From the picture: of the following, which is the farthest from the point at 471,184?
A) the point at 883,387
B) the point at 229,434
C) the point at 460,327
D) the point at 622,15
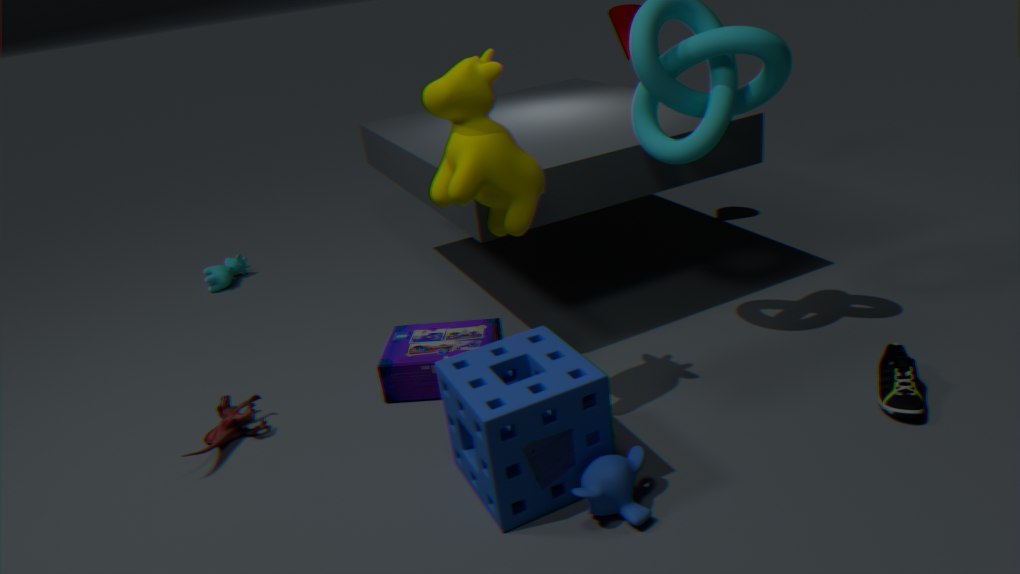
the point at 622,15
